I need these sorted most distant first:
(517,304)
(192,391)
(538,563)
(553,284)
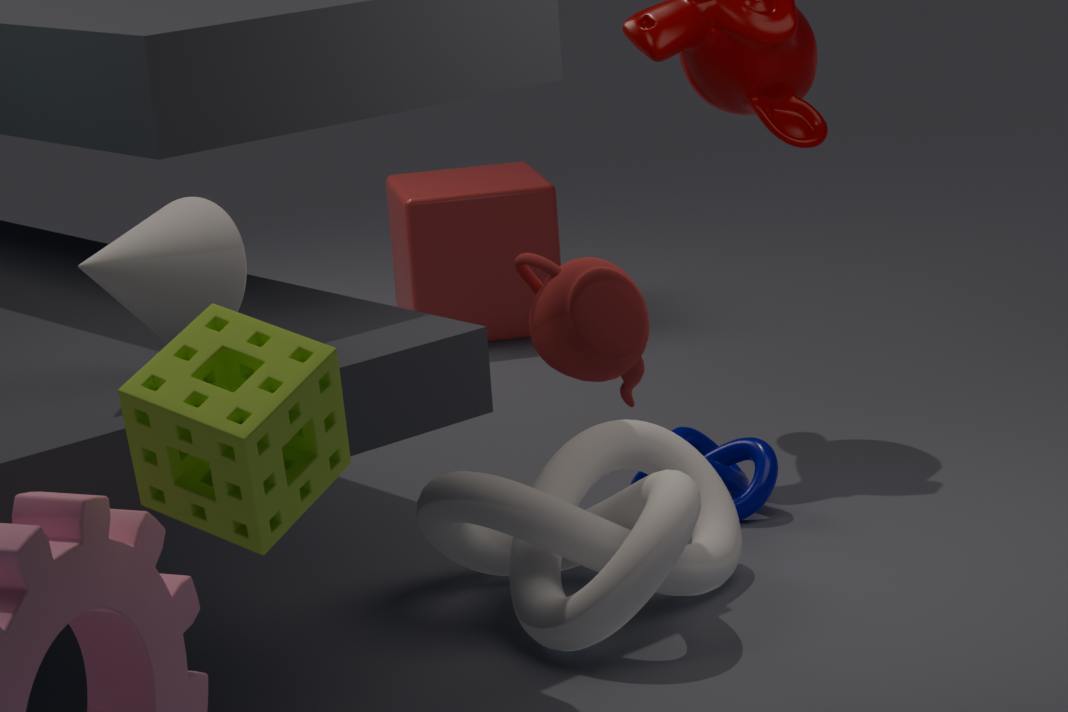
1. (517,304)
2. (538,563)
3. (553,284)
4. (192,391)
